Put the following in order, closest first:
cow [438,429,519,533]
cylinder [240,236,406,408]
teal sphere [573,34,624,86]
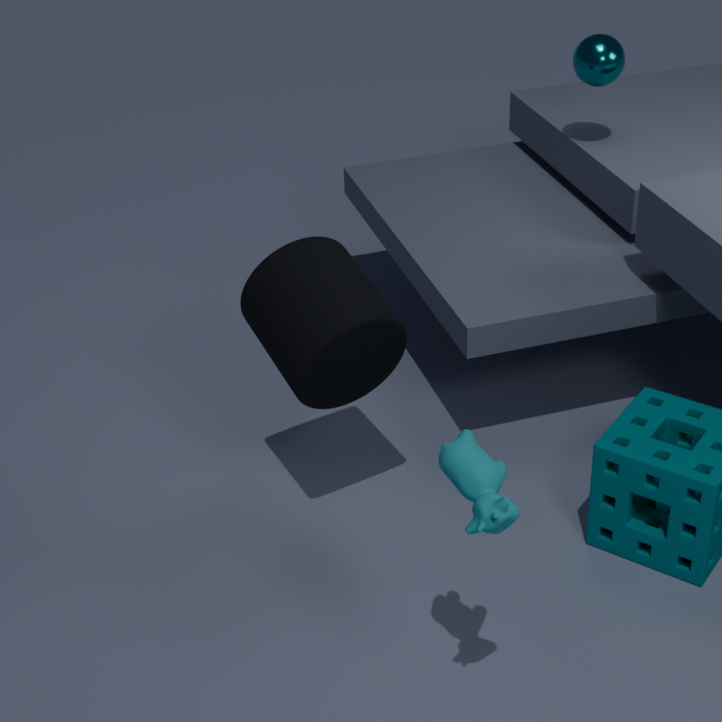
cow [438,429,519,533], cylinder [240,236,406,408], teal sphere [573,34,624,86]
